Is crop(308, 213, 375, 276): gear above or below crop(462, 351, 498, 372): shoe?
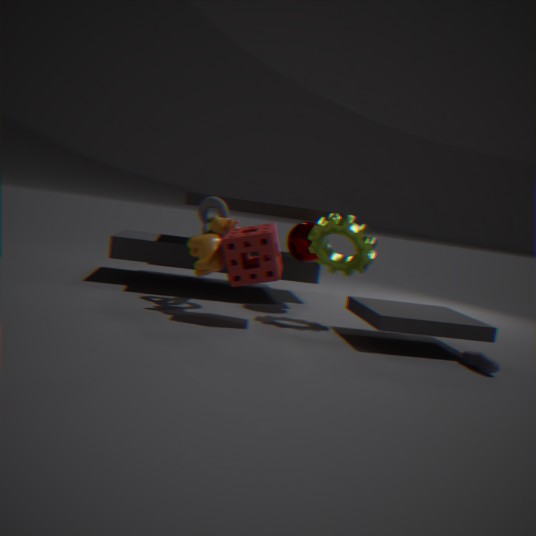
above
